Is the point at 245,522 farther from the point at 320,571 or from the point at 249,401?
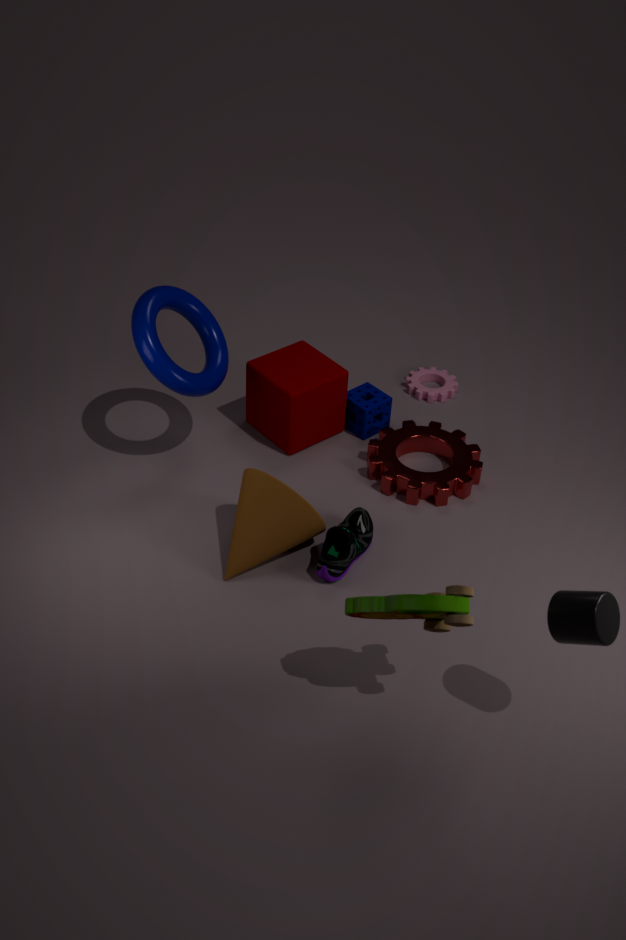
the point at 249,401
